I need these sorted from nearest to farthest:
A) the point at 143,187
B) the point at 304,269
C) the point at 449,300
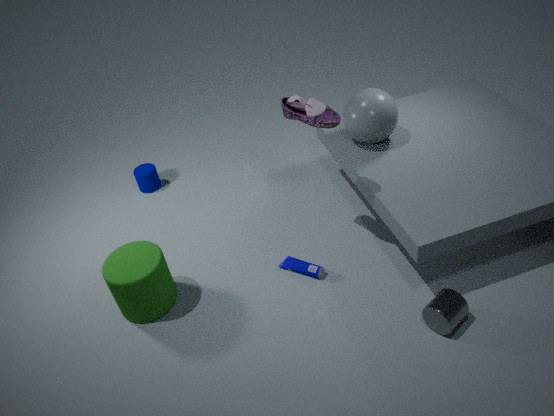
the point at 449,300
the point at 304,269
the point at 143,187
